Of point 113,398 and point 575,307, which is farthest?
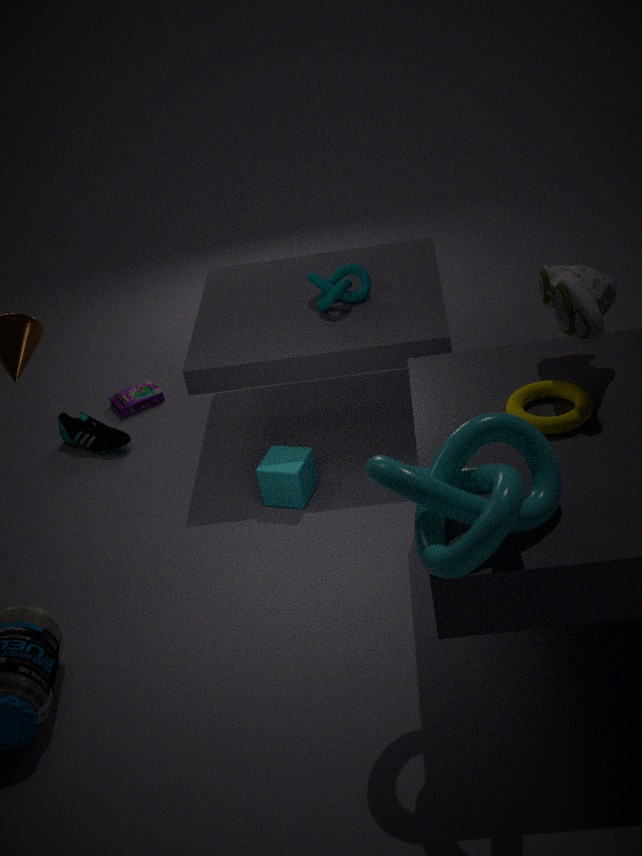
point 113,398
